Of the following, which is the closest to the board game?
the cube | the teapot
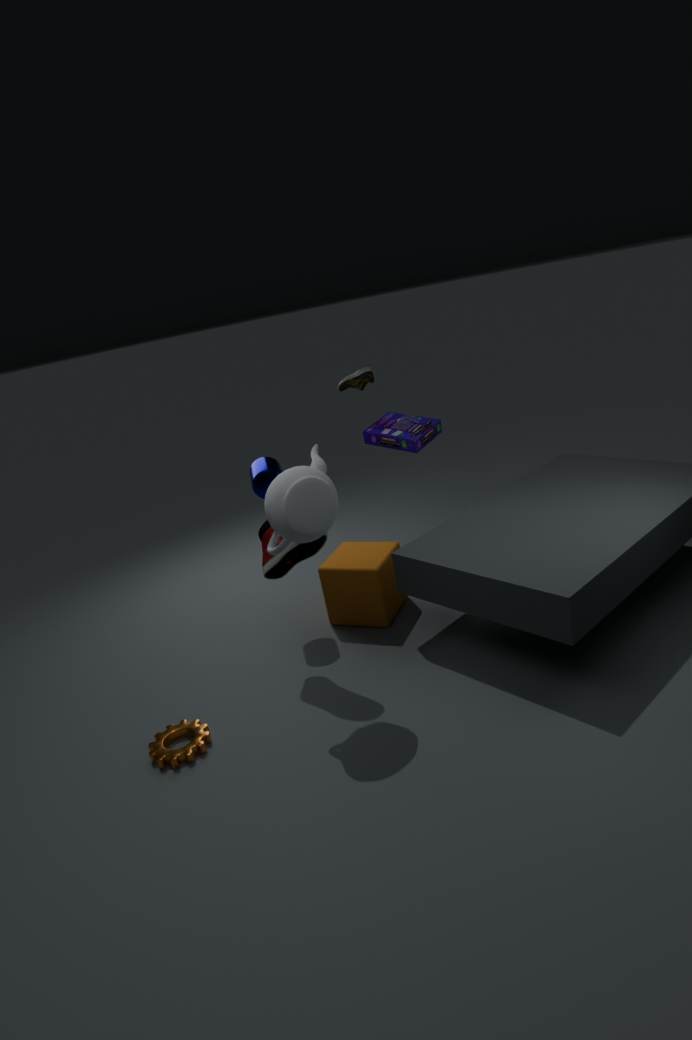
the cube
